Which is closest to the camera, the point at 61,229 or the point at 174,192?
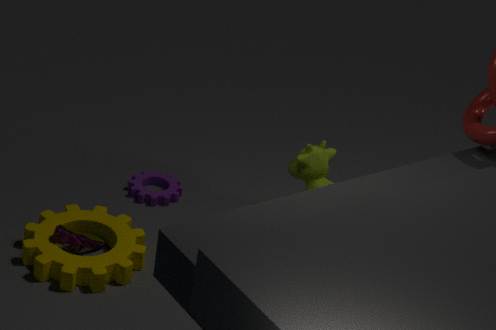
the point at 61,229
